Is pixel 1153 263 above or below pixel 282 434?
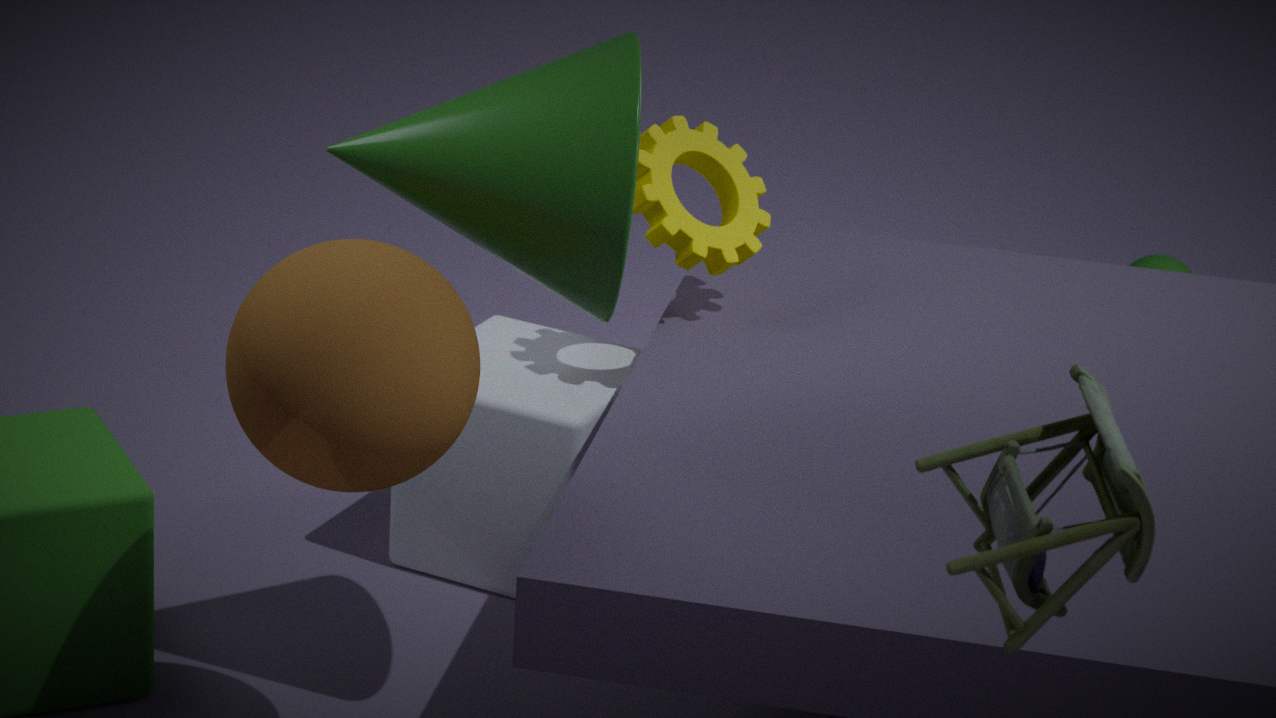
below
